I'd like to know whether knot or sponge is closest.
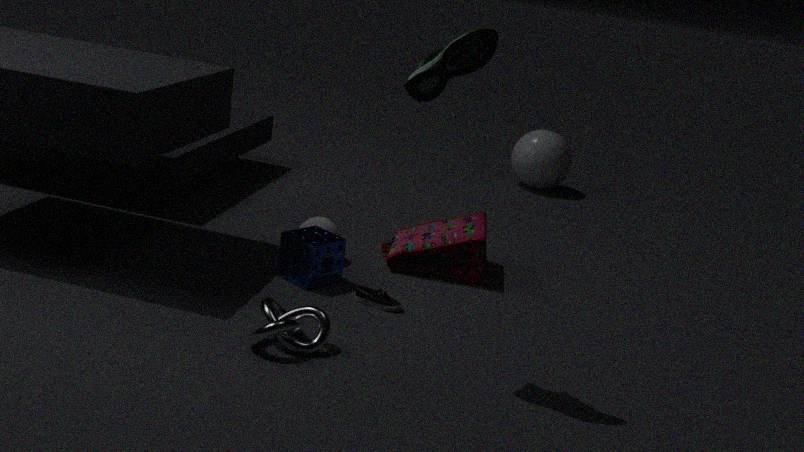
knot
